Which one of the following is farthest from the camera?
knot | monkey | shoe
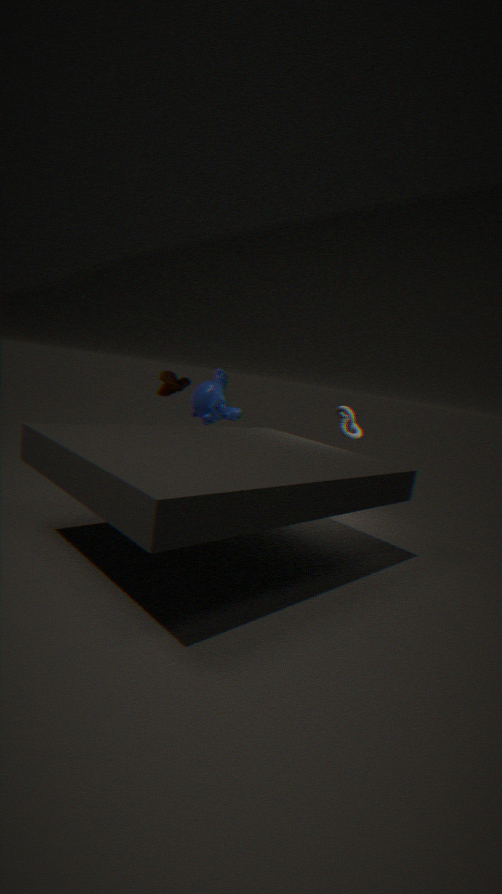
monkey
